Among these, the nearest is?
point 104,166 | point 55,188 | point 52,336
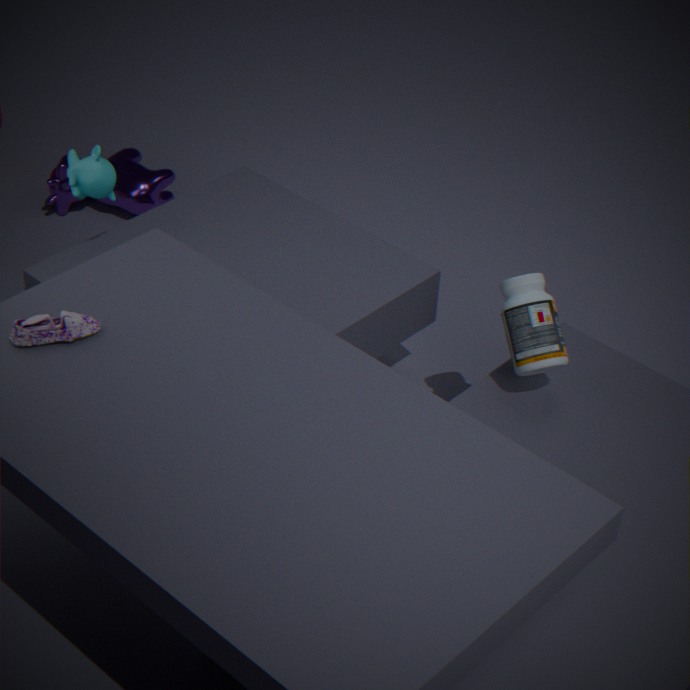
point 52,336
